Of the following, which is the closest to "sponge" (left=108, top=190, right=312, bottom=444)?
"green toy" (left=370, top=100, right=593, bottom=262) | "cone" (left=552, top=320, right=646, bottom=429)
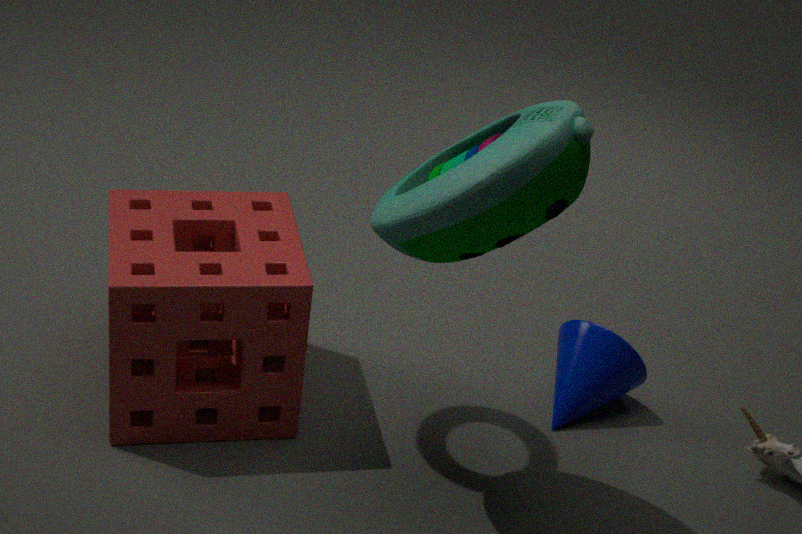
"green toy" (left=370, top=100, right=593, bottom=262)
